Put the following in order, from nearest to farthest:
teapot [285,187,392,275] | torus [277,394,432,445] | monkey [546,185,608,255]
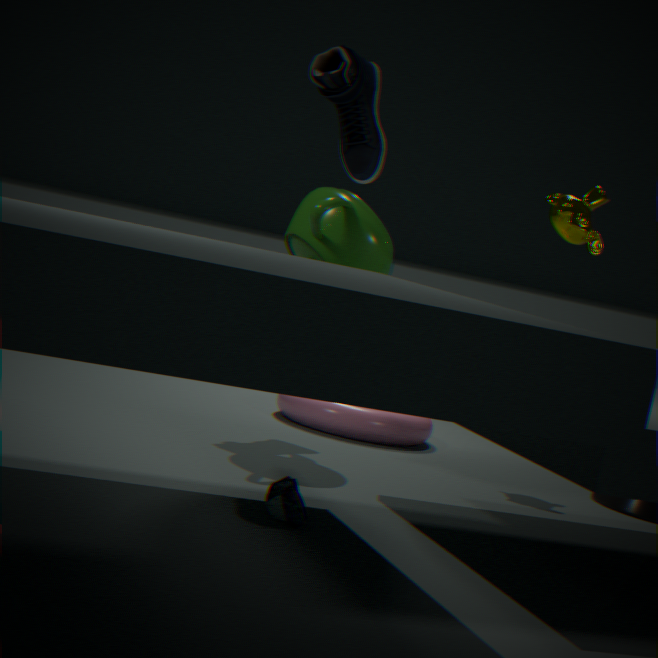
teapot [285,187,392,275]
monkey [546,185,608,255]
torus [277,394,432,445]
